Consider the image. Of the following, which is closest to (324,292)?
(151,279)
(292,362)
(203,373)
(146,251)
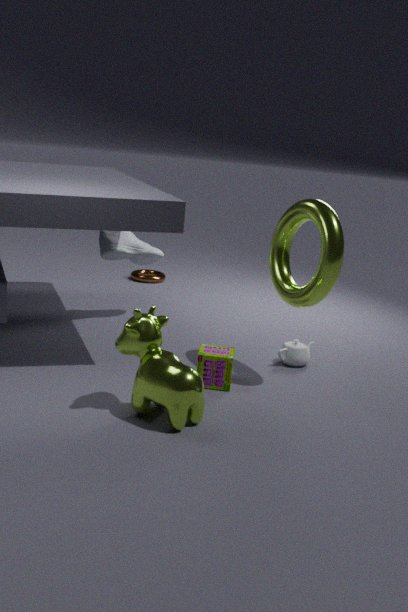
(292,362)
